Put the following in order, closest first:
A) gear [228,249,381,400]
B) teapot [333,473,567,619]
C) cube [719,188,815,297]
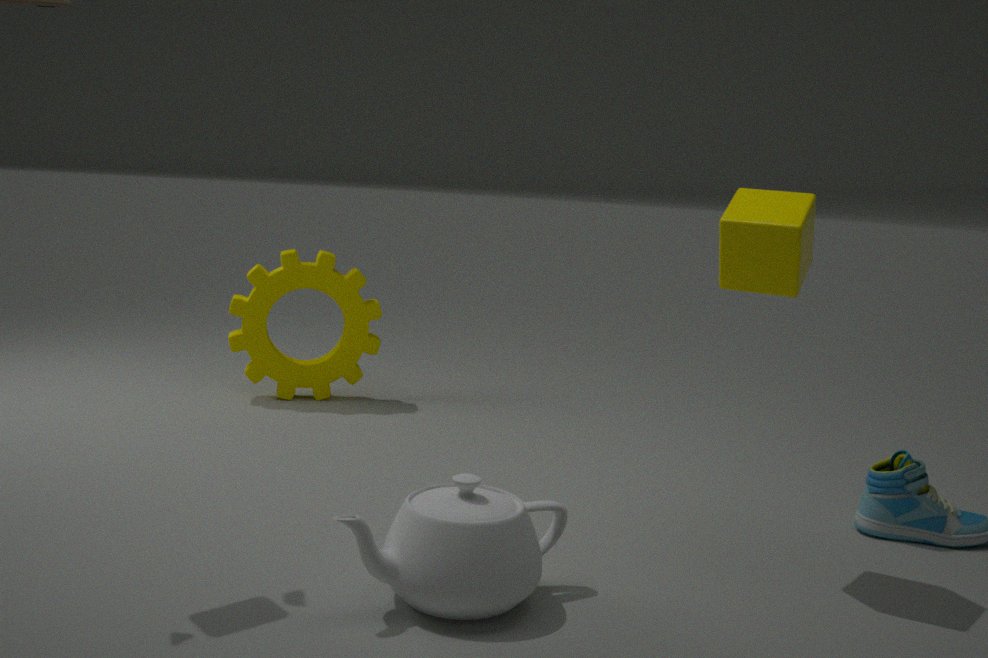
teapot [333,473,567,619] → cube [719,188,815,297] → gear [228,249,381,400]
